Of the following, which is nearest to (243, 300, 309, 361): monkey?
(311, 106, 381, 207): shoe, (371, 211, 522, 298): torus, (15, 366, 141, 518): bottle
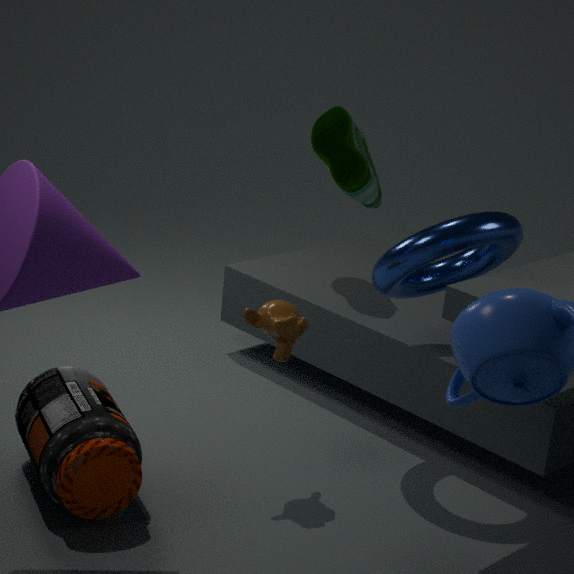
(371, 211, 522, 298): torus
